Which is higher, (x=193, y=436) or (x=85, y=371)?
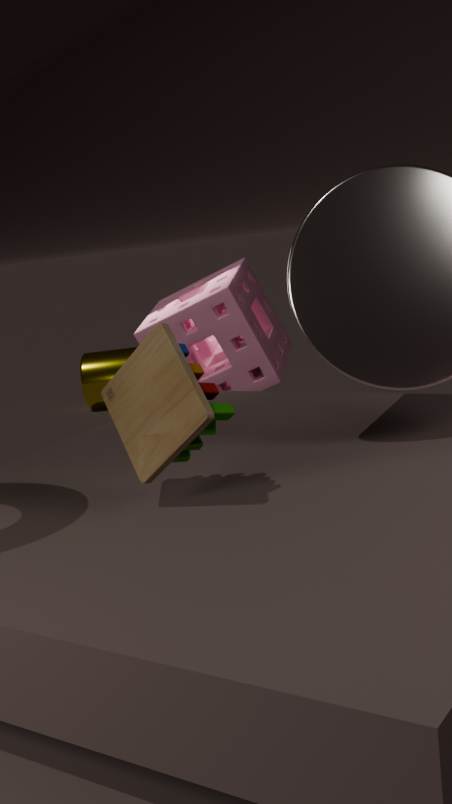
(x=193, y=436)
